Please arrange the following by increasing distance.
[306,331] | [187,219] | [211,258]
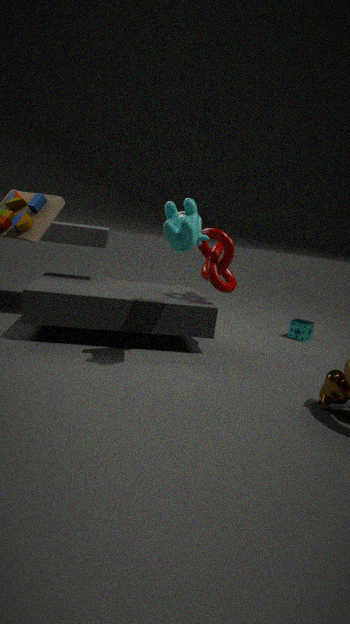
[187,219], [211,258], [306,331]
